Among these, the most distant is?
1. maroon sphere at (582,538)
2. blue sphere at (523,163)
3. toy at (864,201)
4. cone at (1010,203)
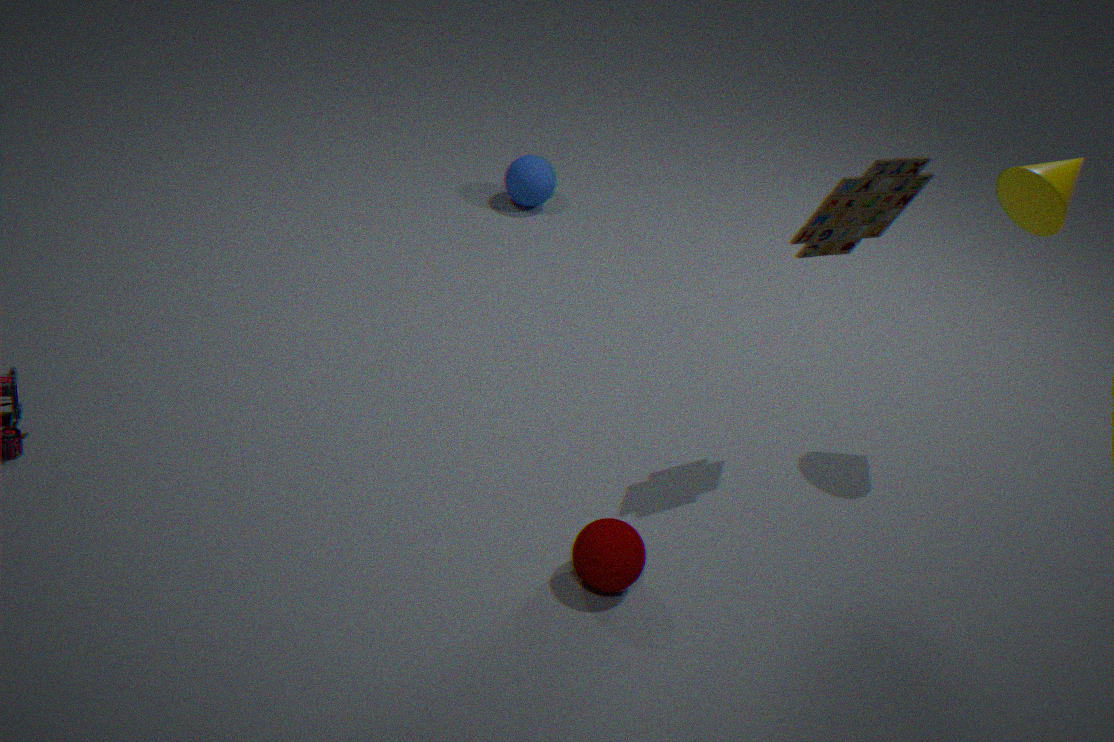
blue sphere at (523,163)
